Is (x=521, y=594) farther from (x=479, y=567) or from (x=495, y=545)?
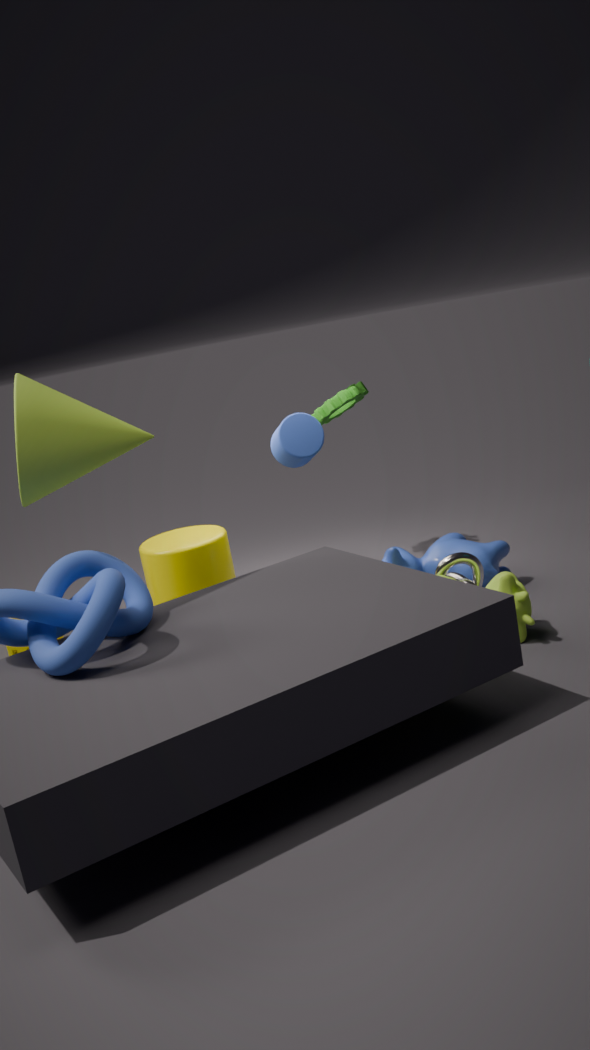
(x=495, y=545)
